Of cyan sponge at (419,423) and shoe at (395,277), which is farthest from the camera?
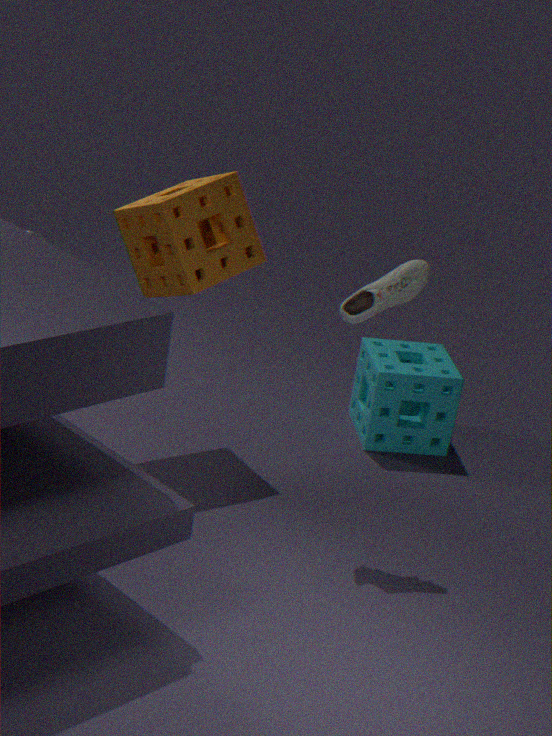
cyan sponge at (419,423)
